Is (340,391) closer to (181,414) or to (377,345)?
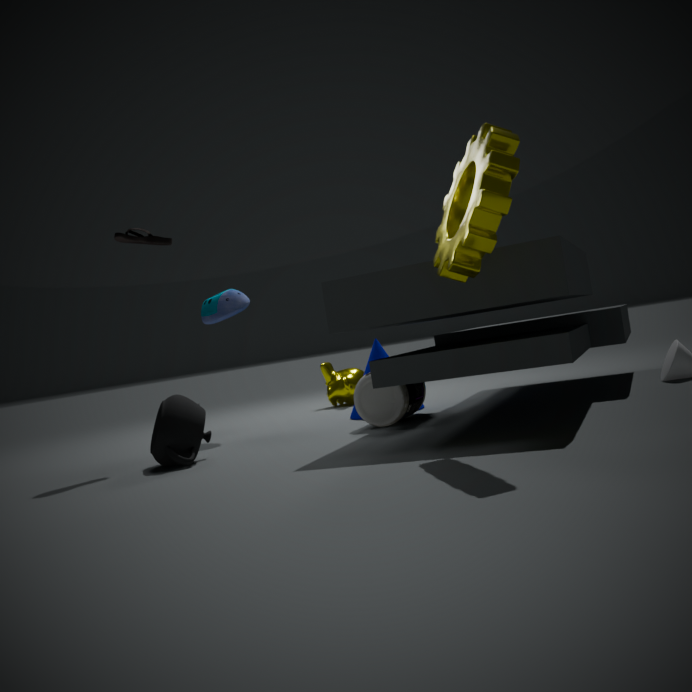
(377,345)
